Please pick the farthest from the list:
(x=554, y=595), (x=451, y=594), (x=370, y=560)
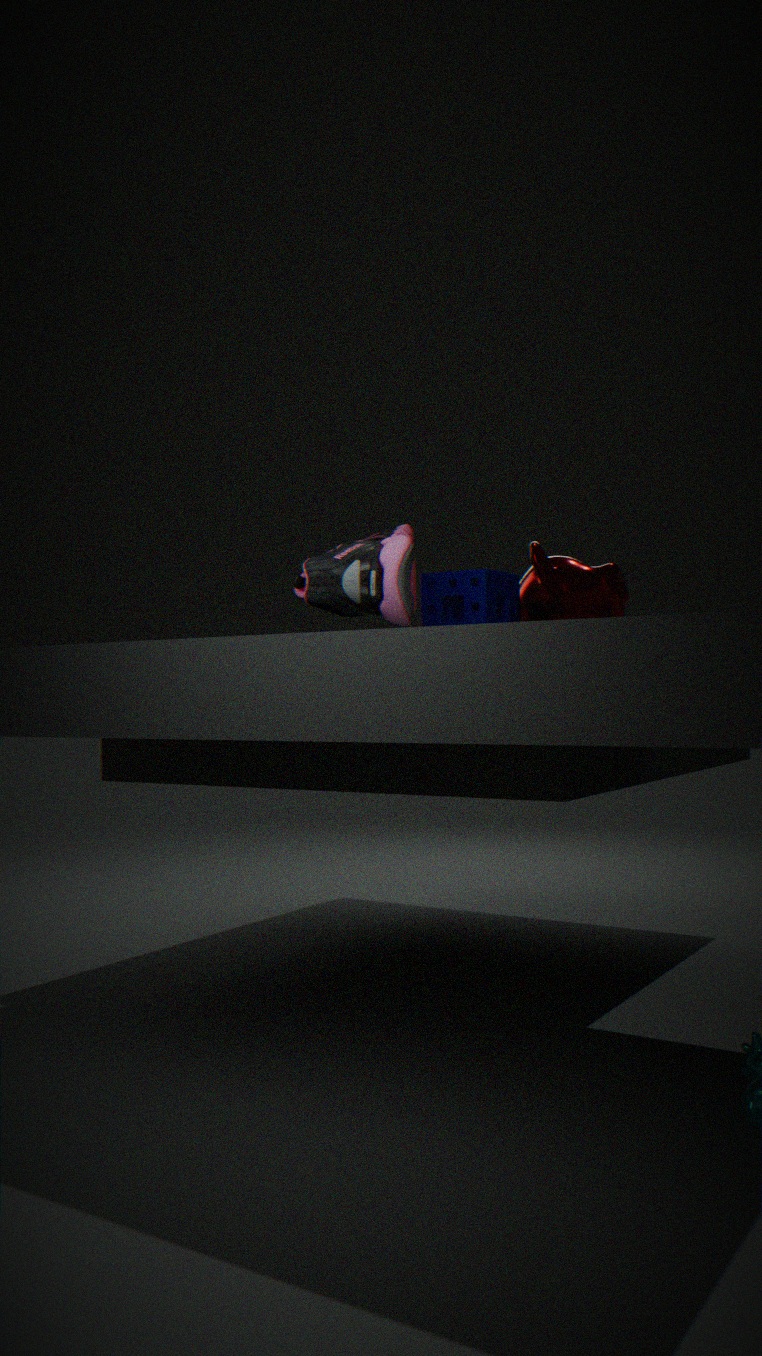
(x=554, y=595)
